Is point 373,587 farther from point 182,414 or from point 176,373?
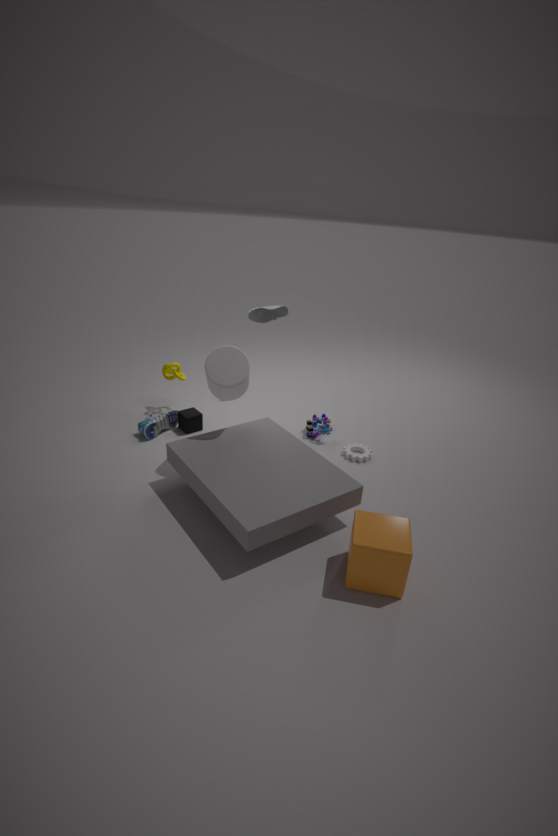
point 176,373
